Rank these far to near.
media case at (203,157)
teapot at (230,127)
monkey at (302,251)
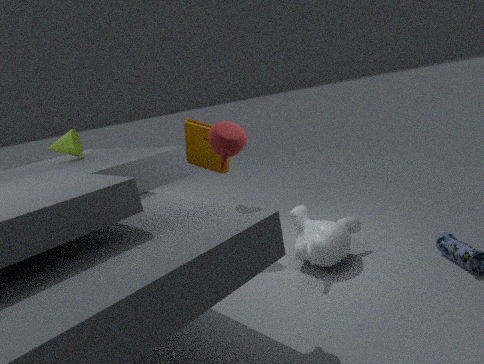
media case at (203,157) < monkey at (302,251) < teapot at (230,127)
